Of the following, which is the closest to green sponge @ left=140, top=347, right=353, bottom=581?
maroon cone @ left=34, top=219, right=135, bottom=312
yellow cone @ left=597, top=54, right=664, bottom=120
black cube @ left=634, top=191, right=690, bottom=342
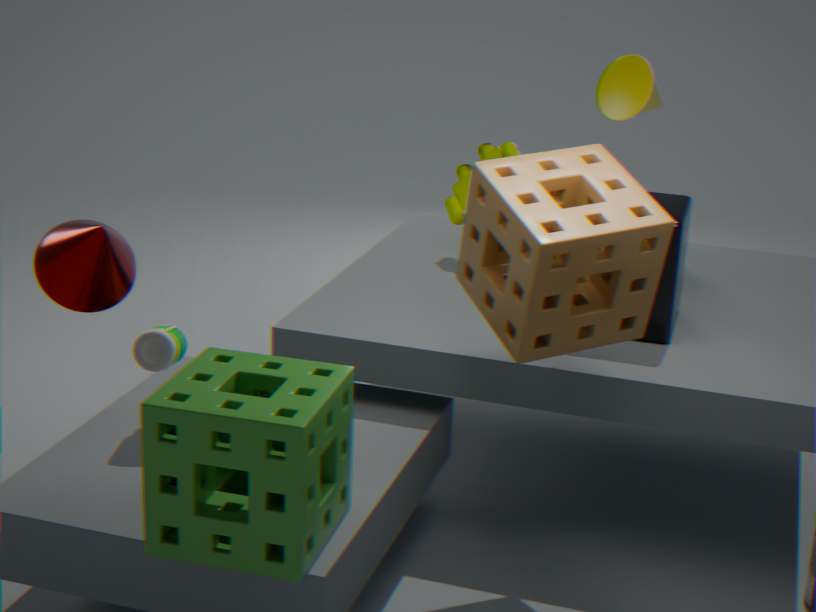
maroon cone @ left=34, top=219, right=135, bottom=312
